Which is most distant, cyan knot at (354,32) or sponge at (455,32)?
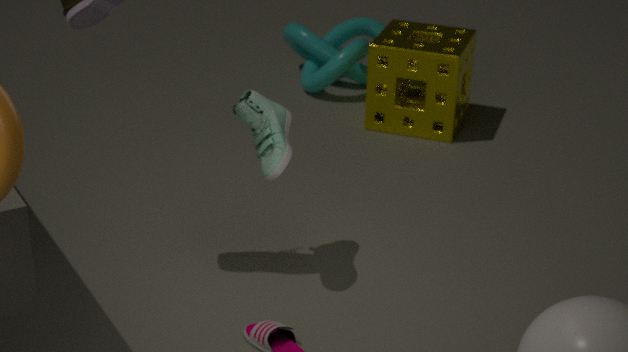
cyan knot at (354,32)
